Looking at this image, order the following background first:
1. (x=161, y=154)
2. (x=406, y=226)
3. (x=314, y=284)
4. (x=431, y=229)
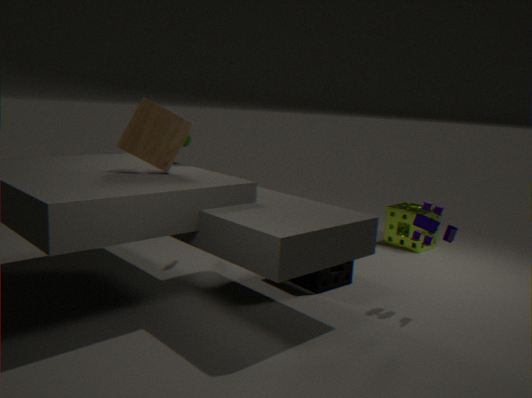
(x=406, y=226)
(x=314, y=284)
(x=161, y=154)
(x=431, y=229)
